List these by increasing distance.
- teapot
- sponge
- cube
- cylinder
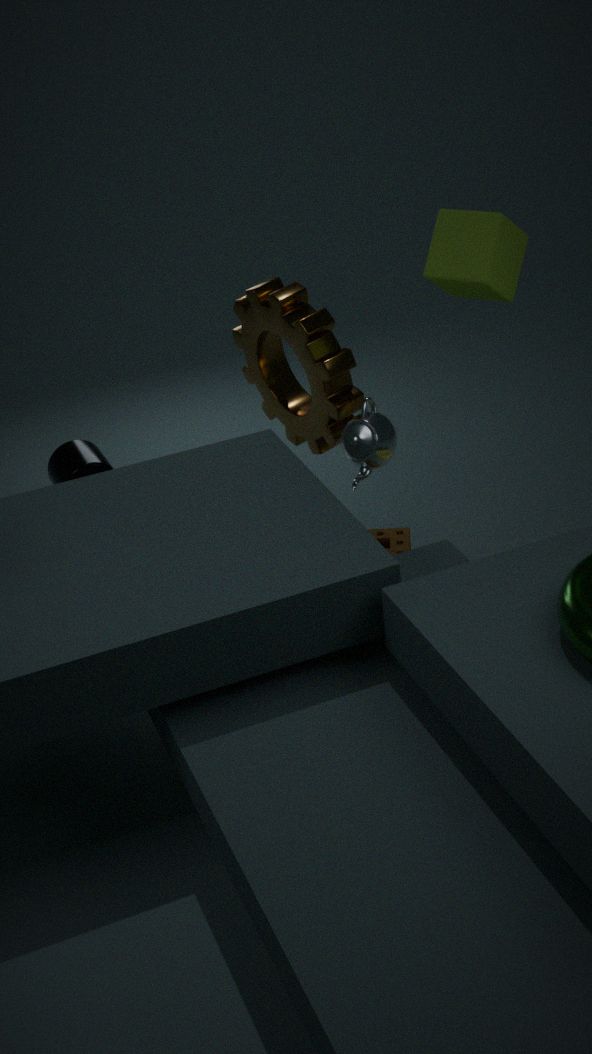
1. cube
2. teapot
3. sponge
4. cylinder
